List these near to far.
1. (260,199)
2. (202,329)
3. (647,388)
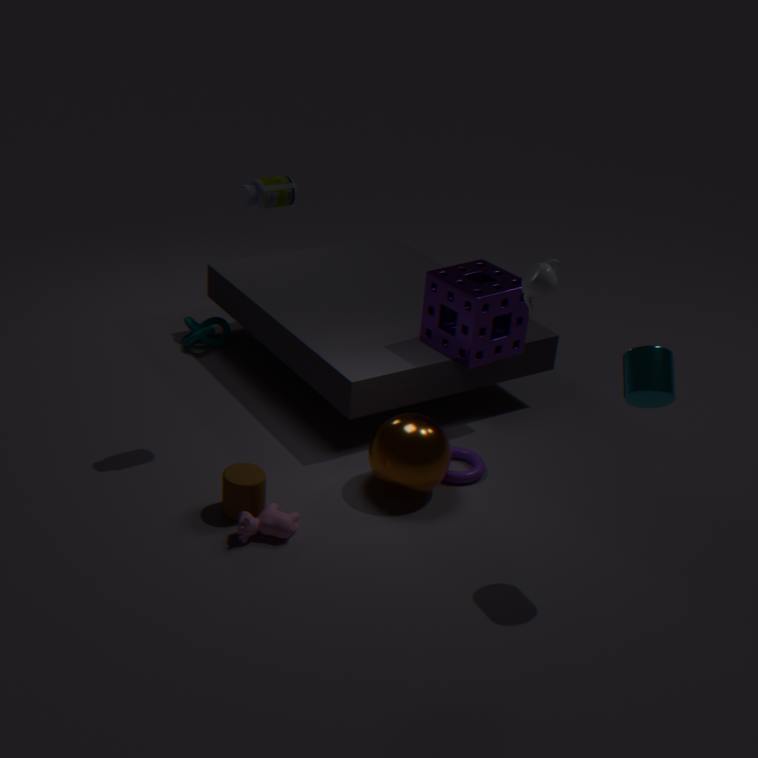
(647,388) < (260,199) < (202,329)
